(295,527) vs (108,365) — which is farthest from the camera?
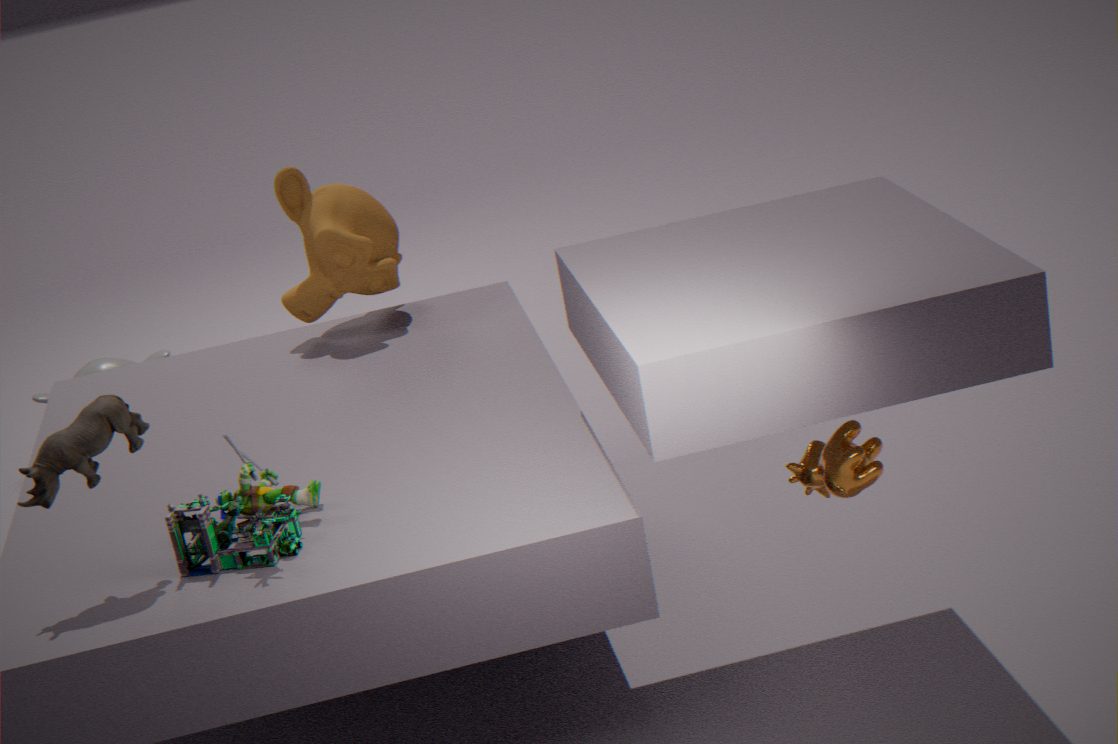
(108,365)
